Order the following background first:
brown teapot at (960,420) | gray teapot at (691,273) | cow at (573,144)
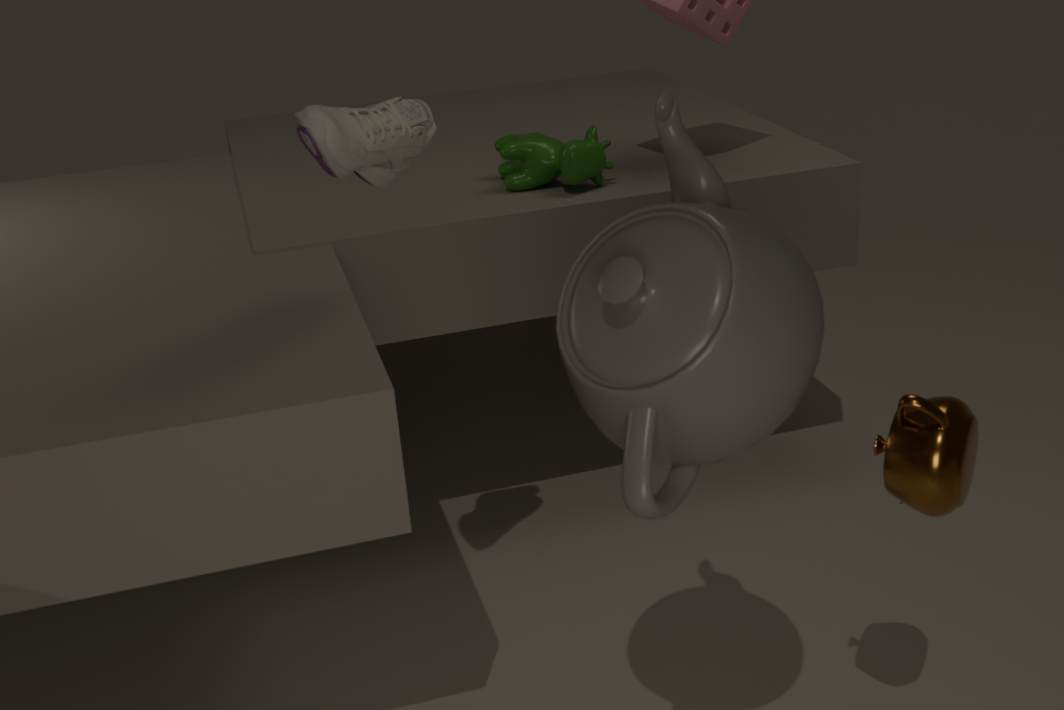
cow at (573,144)
brown teapot at (960,420)
gray teapot at (691,273)
